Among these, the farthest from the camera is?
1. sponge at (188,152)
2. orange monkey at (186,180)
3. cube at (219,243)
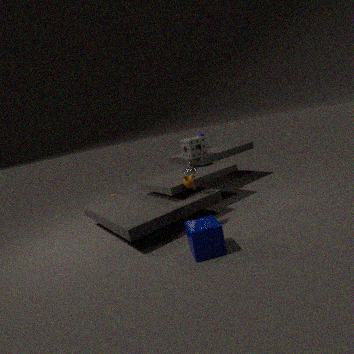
sponge at (188,152)
